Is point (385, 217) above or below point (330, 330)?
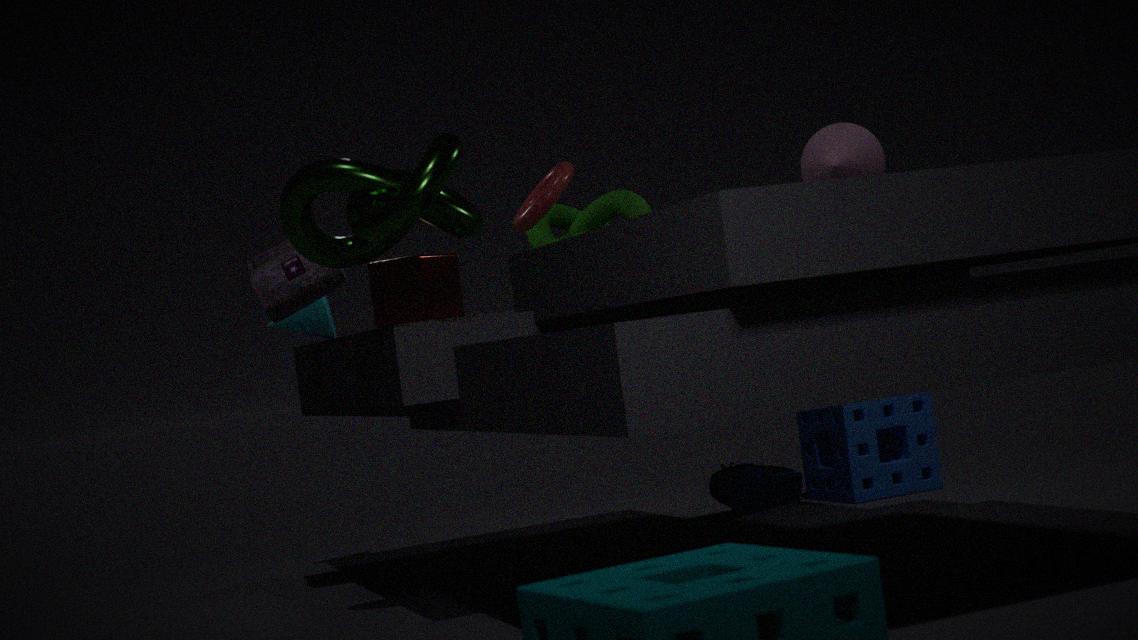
above
